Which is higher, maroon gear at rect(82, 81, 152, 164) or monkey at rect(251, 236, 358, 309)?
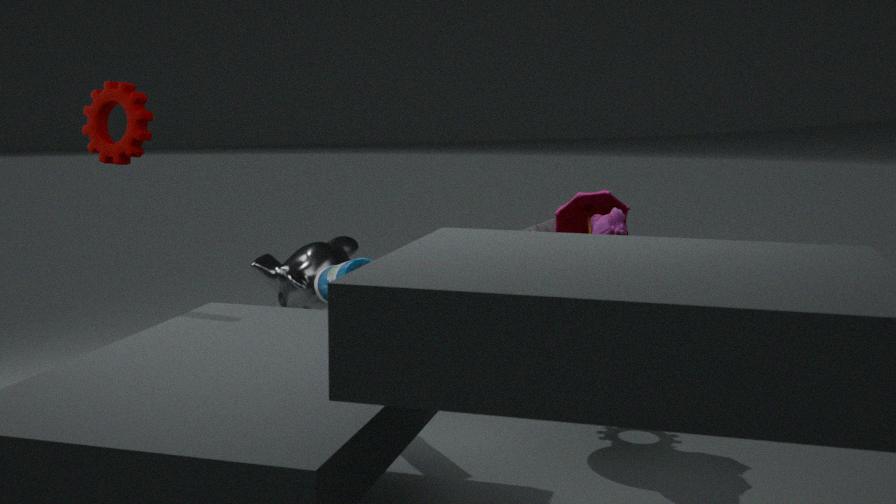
maroon gear at rect(82, 81, 152, 164)
